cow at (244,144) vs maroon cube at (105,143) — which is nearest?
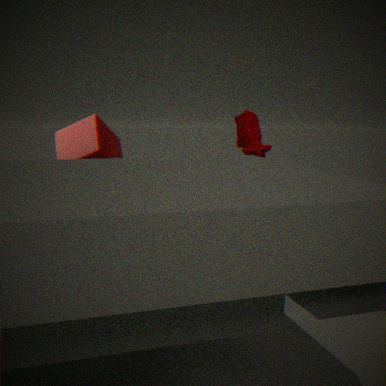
maroon cube at (105,143)
